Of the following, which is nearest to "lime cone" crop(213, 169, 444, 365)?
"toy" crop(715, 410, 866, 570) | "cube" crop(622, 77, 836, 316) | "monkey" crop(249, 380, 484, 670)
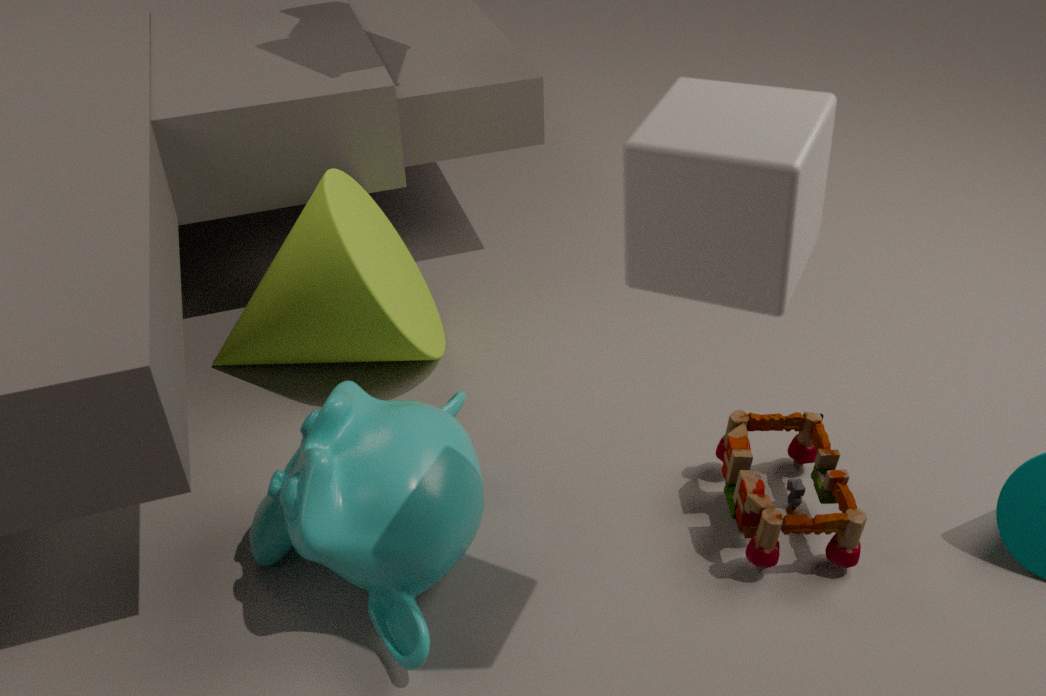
"monkey" crop(249, 380, 484, 670)
